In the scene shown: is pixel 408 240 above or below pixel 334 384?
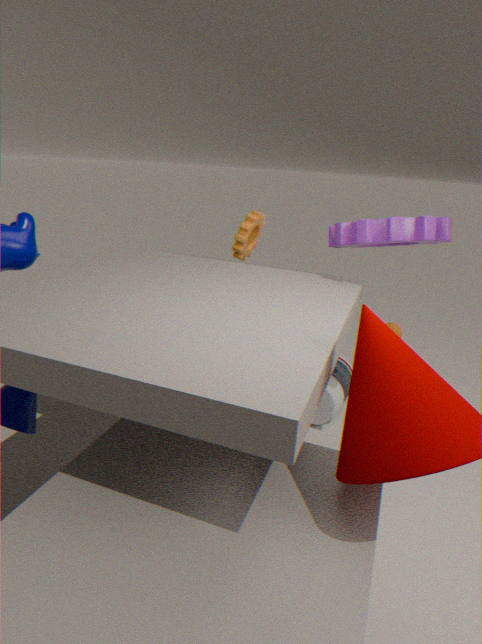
above
